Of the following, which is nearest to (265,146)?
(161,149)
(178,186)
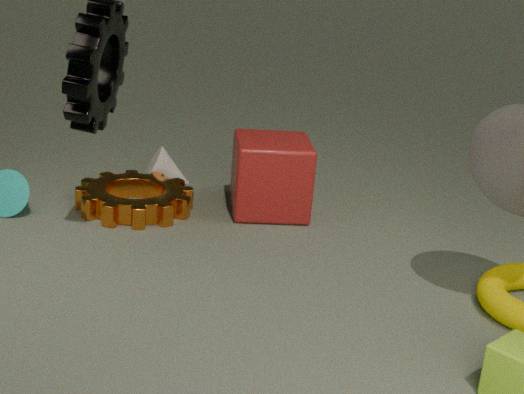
(161,149)
